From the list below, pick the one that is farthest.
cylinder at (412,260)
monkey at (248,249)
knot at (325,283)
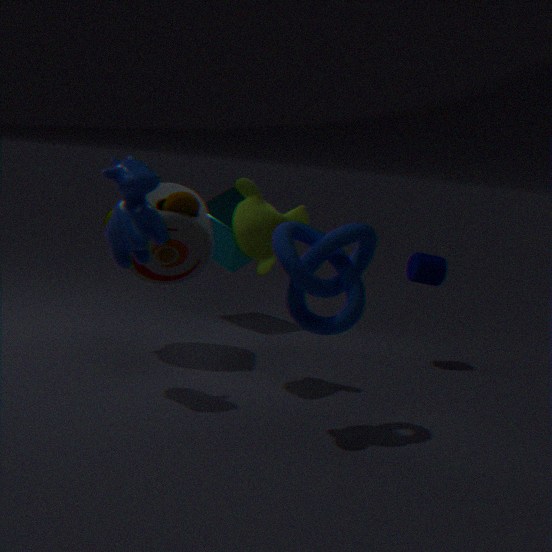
cylinder at (412,260)
